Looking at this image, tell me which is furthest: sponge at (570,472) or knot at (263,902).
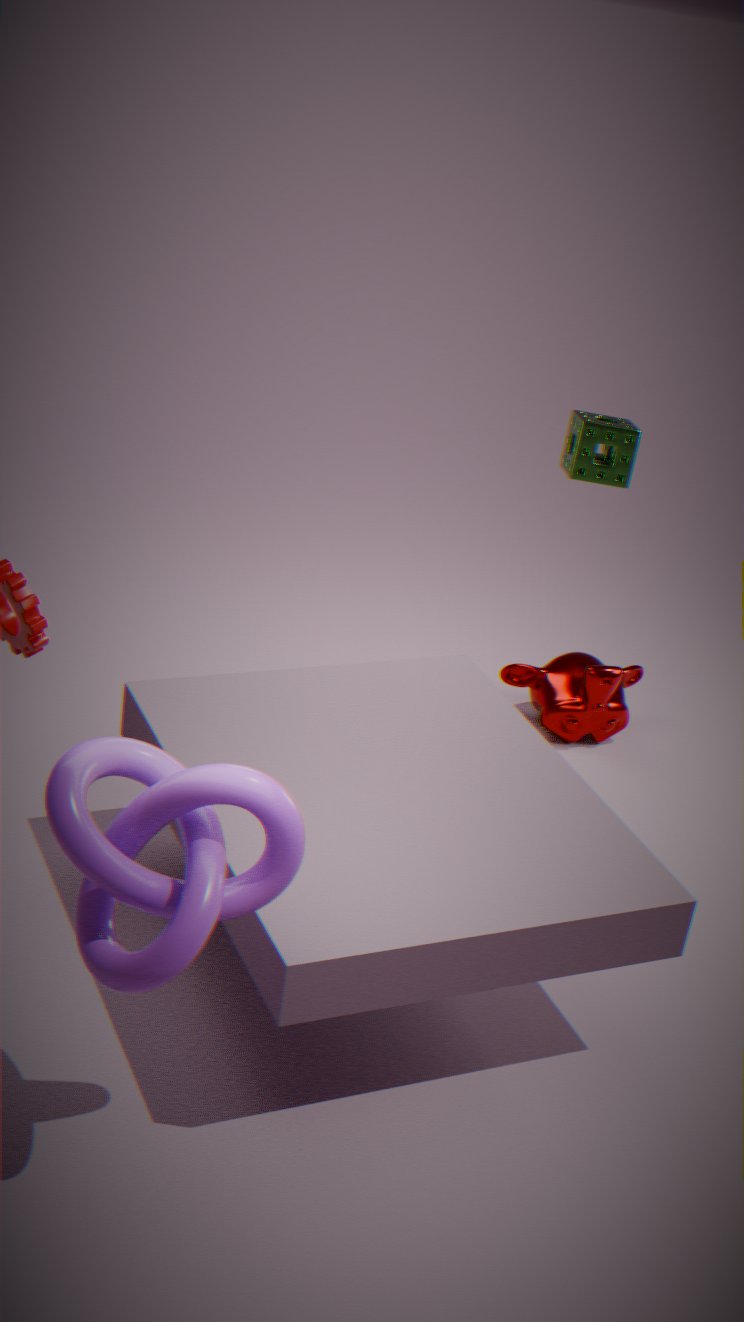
sponge at (570,472)
